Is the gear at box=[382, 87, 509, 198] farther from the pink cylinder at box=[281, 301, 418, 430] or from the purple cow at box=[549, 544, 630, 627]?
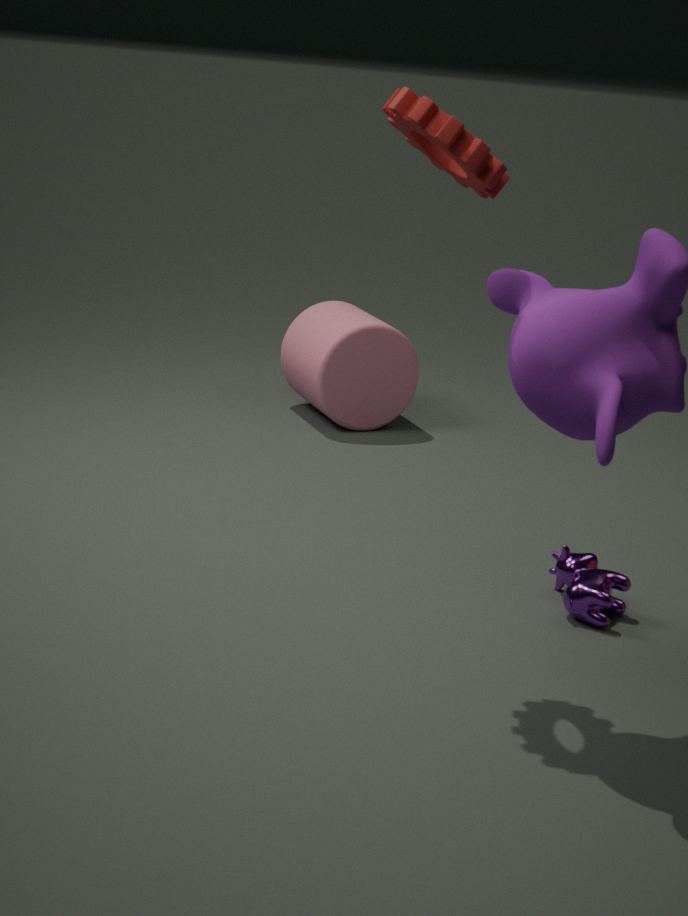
the pink cylinder at box=[281, 301, 418, 430]
